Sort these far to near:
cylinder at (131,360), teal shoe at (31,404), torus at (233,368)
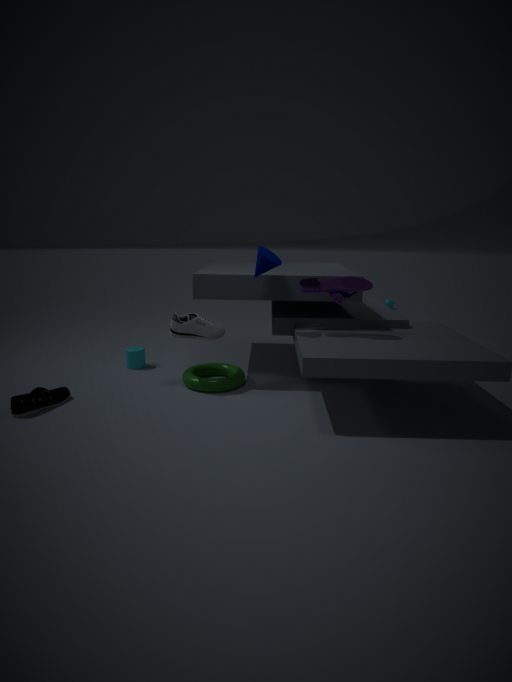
cylinder at (131,360) → torus at (233,368) → teal shoe at (31,404)
